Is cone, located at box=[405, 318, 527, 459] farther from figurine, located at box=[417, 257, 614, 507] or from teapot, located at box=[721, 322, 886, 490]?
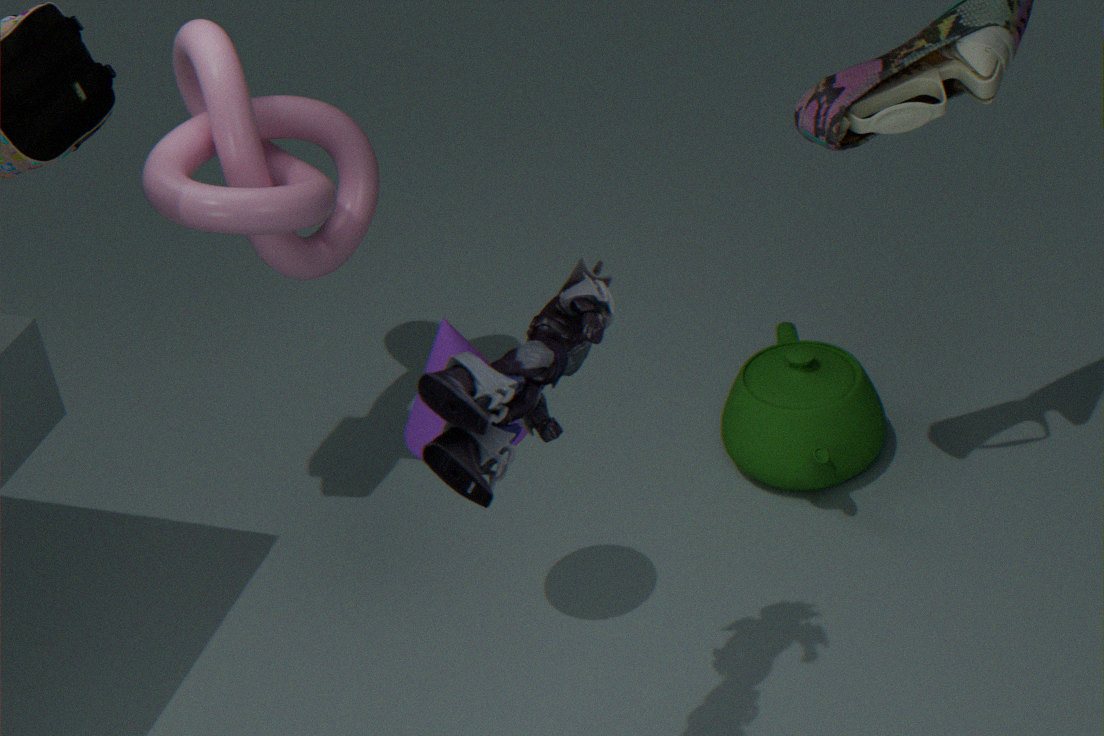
teapot, located at box=[721, 322, 886, 490]
